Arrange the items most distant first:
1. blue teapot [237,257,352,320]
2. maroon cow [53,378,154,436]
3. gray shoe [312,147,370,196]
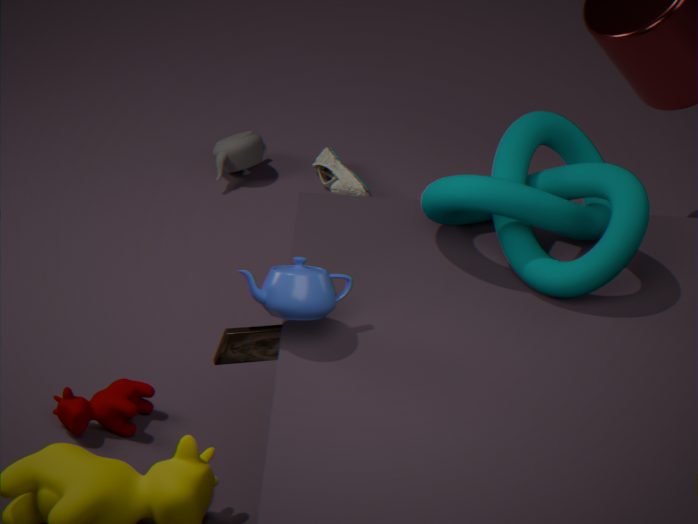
1. gray shoe [312,147,370,196]
2. maroon cow [53,378,154,436]
3. blue teapot [237,257,352,320]
